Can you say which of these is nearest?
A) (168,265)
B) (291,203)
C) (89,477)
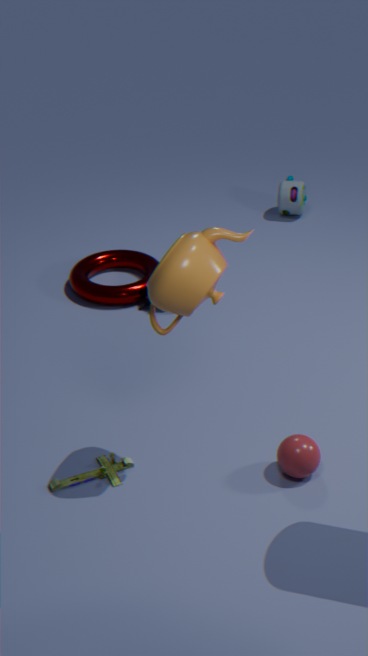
(168,265)
